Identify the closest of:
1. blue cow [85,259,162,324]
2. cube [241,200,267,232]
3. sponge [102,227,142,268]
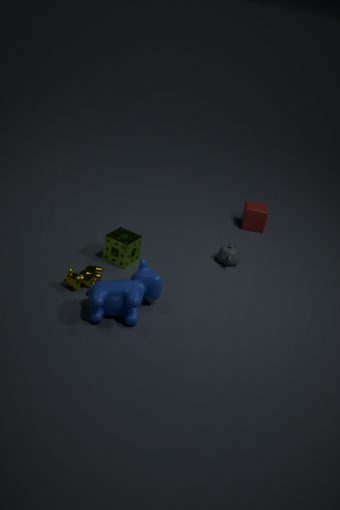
blue cow [85,259,162,324]
